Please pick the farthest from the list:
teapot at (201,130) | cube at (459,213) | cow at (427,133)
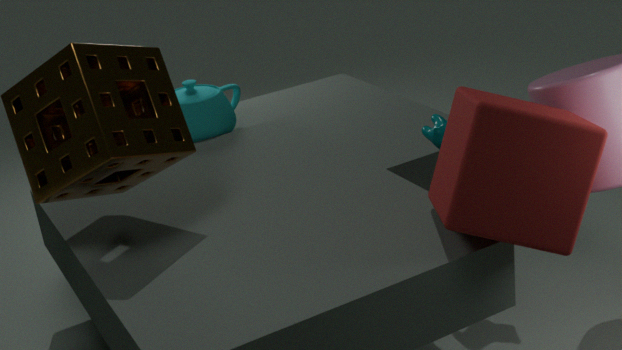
teapot at (201,130)
